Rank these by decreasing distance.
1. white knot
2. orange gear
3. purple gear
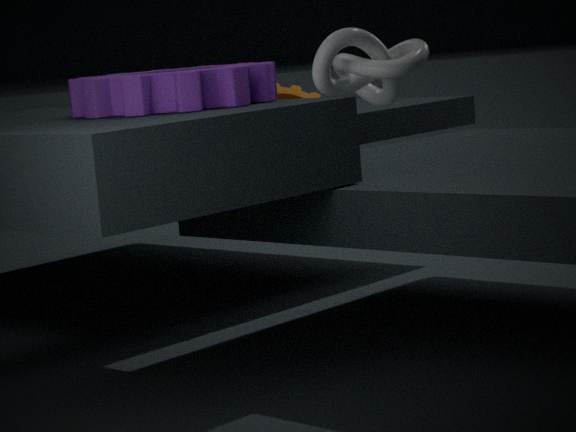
orange gear, purple gear, white knot
